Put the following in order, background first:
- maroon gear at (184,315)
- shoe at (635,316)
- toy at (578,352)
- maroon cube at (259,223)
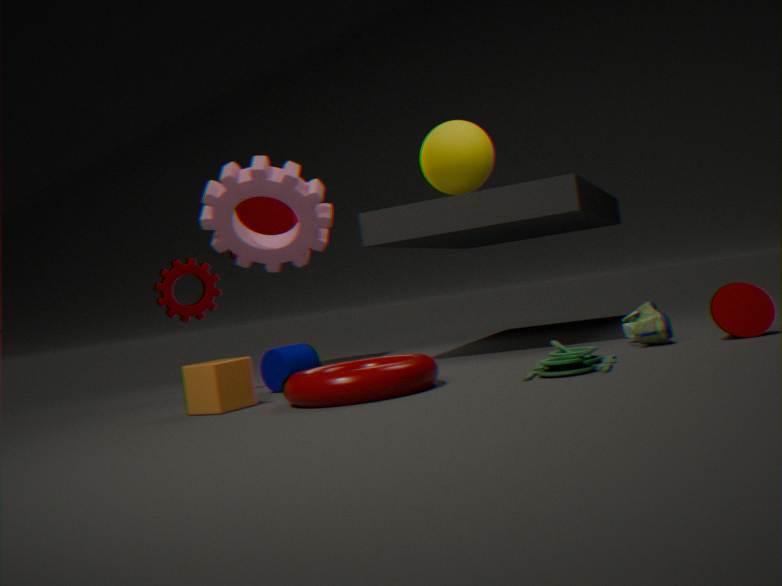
maroon cube at (259,223) < maroon gear at (184,315) < shoe at (635,316) < toy at (578,352)
